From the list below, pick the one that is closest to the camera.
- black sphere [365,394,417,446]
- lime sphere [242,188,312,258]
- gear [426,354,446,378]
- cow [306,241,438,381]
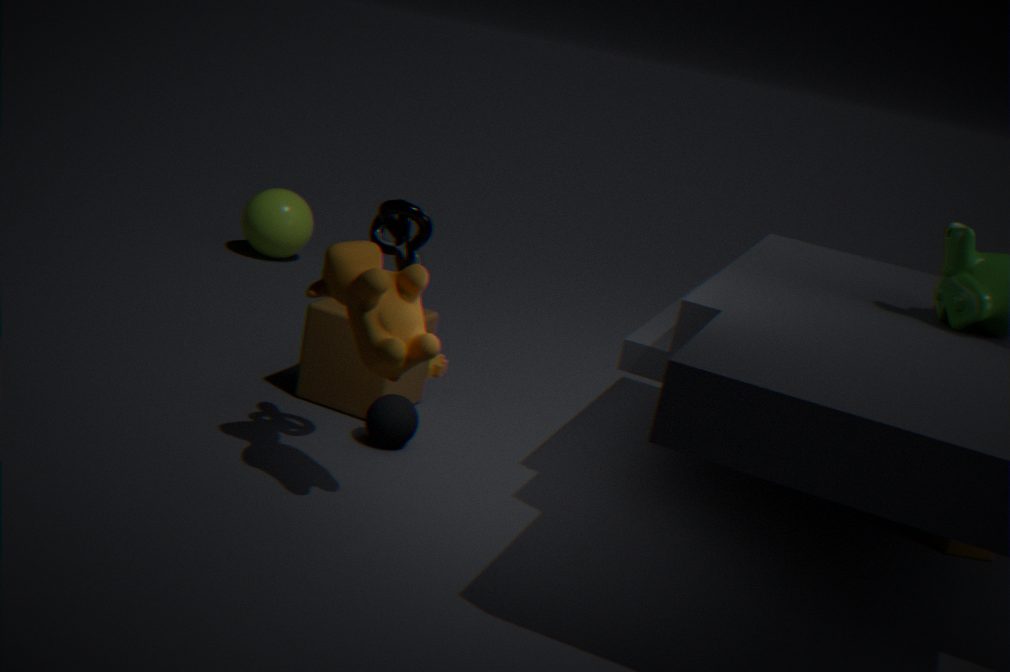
cow [306,241,438,381]
